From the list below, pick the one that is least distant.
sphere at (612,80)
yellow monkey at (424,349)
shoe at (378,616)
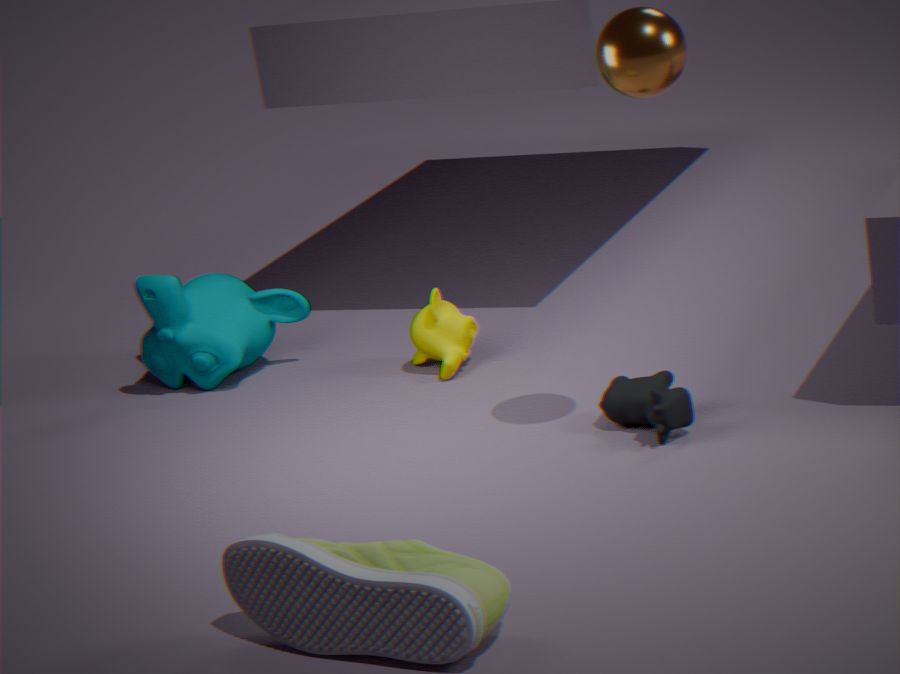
shoe at (378,616)
